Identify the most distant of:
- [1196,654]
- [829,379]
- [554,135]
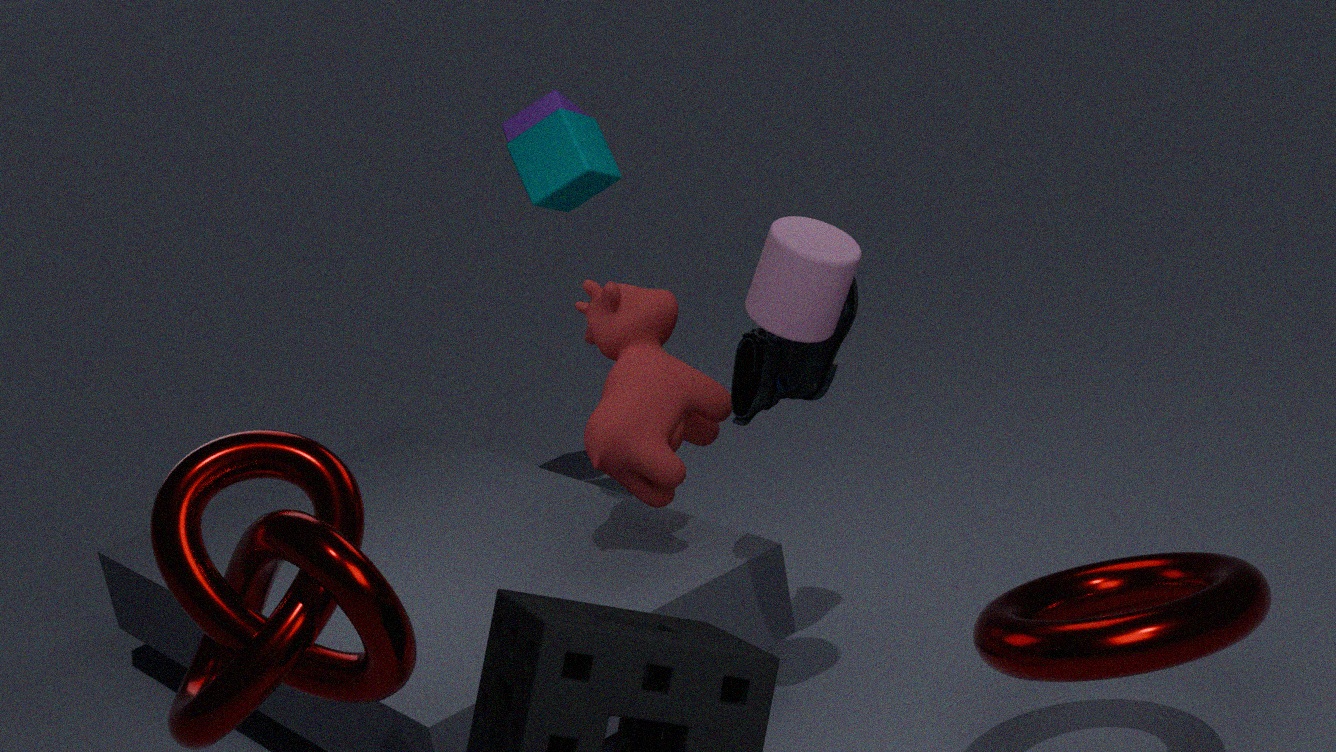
[554,135]
